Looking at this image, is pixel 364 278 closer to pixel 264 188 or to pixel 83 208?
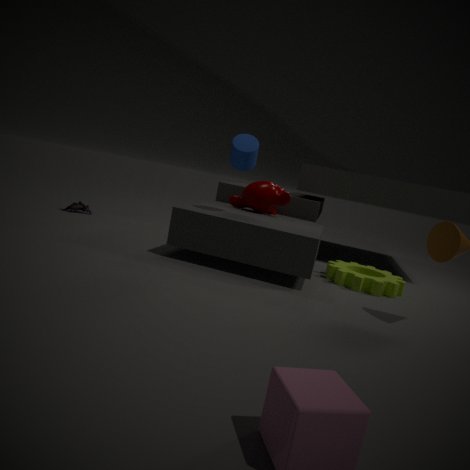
pixel 264 188
